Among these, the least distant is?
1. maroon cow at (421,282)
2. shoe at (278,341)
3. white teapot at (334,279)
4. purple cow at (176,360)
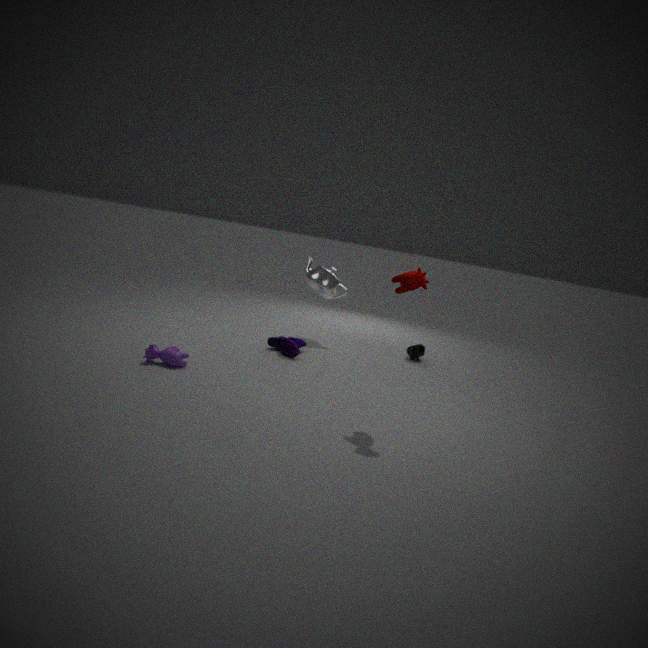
maroon cow at (421,282)
